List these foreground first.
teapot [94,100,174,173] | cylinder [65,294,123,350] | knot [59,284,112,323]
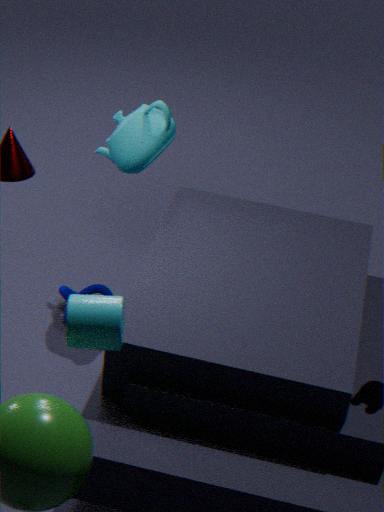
cylinder [65,294,123,350] → teapot [94,100,174,173] → knot [59,284,112,323]
